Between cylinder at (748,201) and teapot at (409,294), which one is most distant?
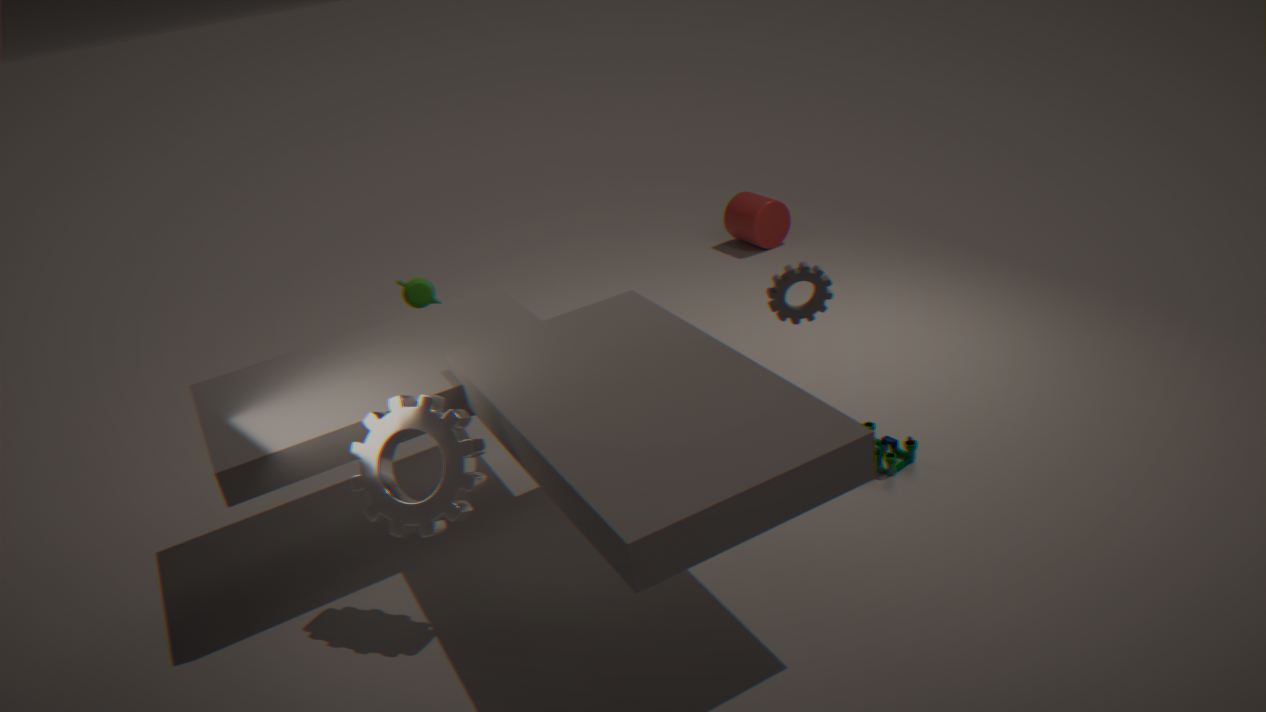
cylinder at (748,201)
